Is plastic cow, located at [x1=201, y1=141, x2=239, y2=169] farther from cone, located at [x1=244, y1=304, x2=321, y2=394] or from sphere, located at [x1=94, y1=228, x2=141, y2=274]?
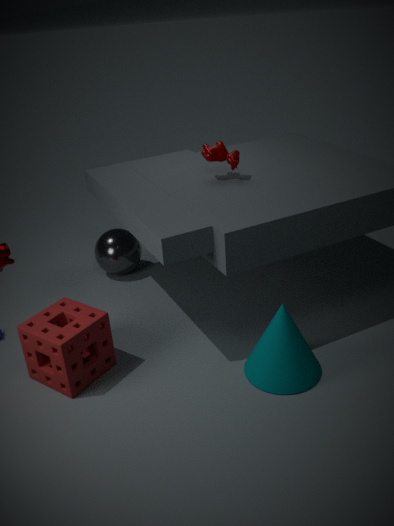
cone, located at [x1=244, y1=304, x2=321, y2=394]
